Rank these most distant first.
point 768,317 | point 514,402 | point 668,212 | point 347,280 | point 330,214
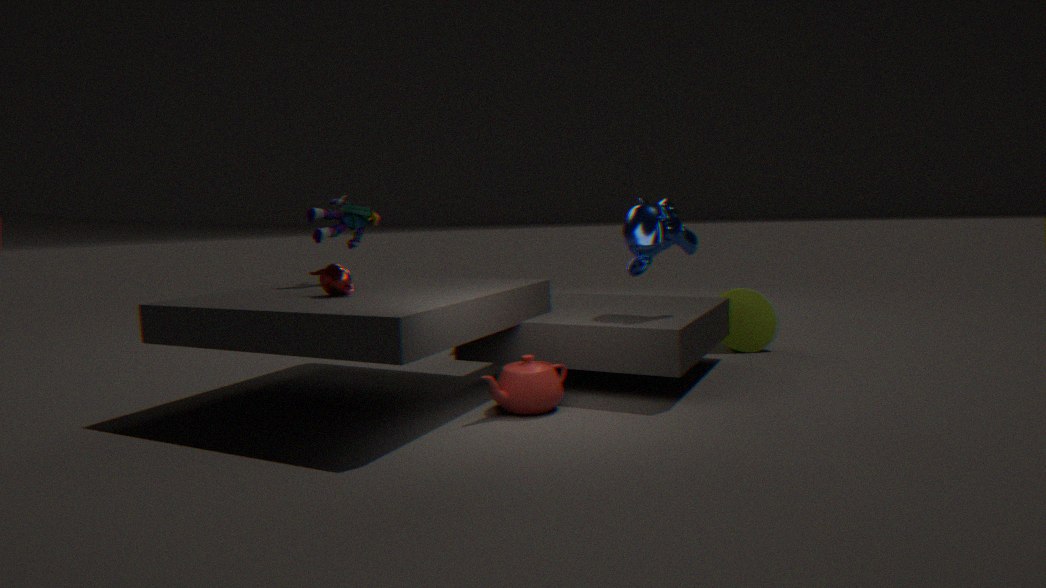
point 768,317, point 330,214, point 668,212, point 347,280, point 514,402
